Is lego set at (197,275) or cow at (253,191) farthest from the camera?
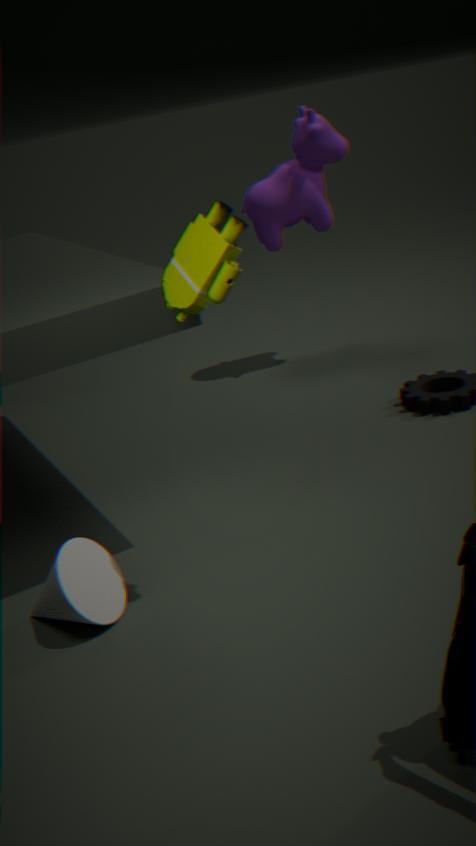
cow at (253,191)
